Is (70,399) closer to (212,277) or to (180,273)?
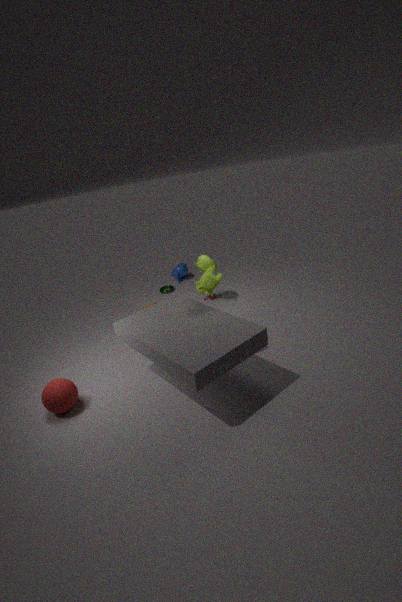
(212,277)
